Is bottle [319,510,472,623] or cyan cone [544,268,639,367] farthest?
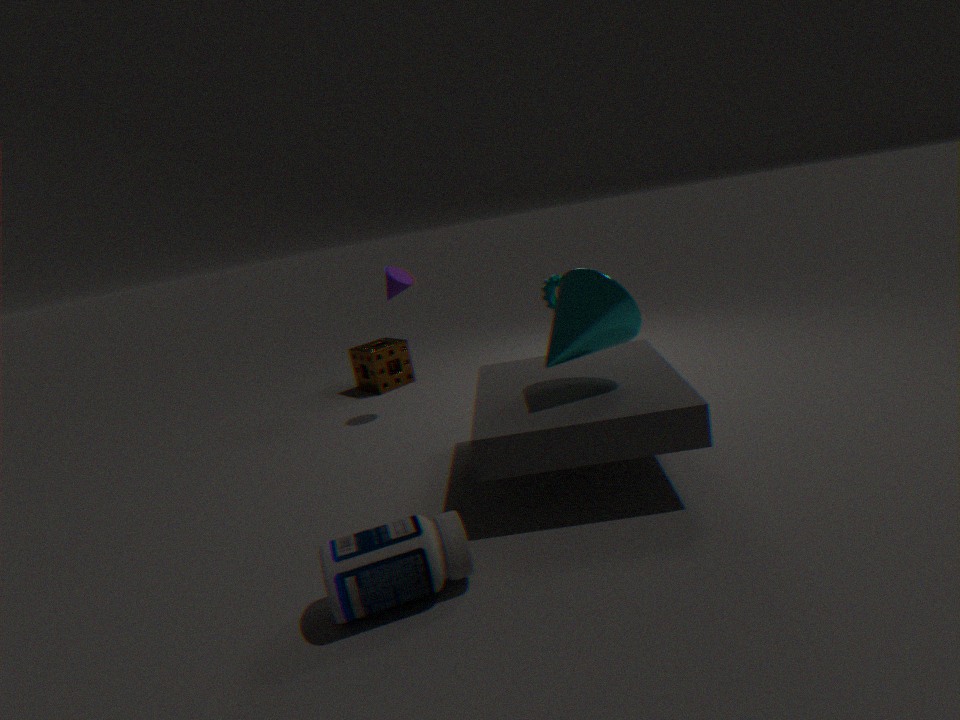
cyan cone [544,268,639,367]
